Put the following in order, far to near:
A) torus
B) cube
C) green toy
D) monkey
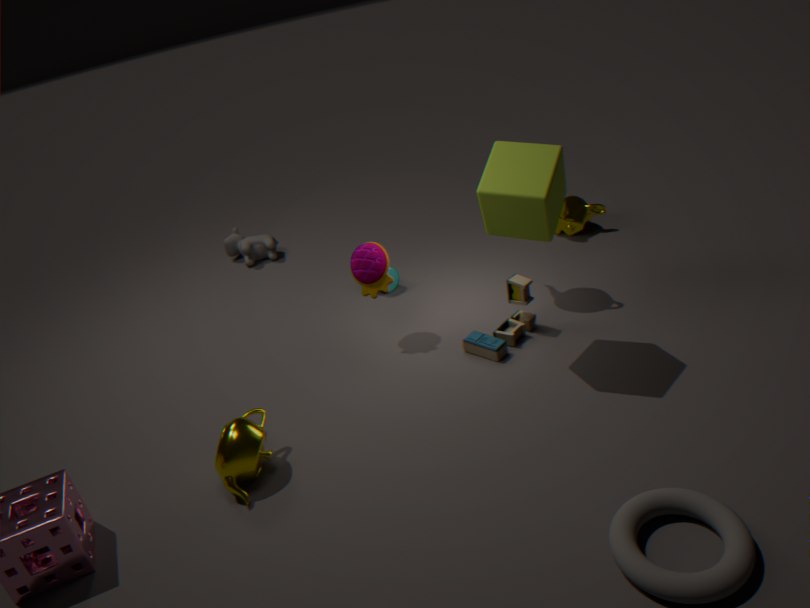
monkey → green toy → cube → torus
